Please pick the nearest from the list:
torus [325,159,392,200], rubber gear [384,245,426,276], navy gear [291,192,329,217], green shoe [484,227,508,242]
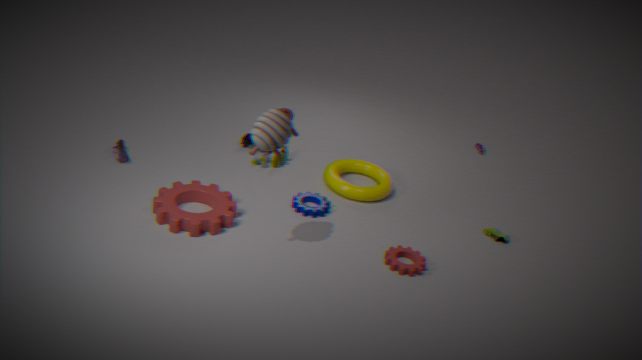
rubber gear [384,245,426,276]
